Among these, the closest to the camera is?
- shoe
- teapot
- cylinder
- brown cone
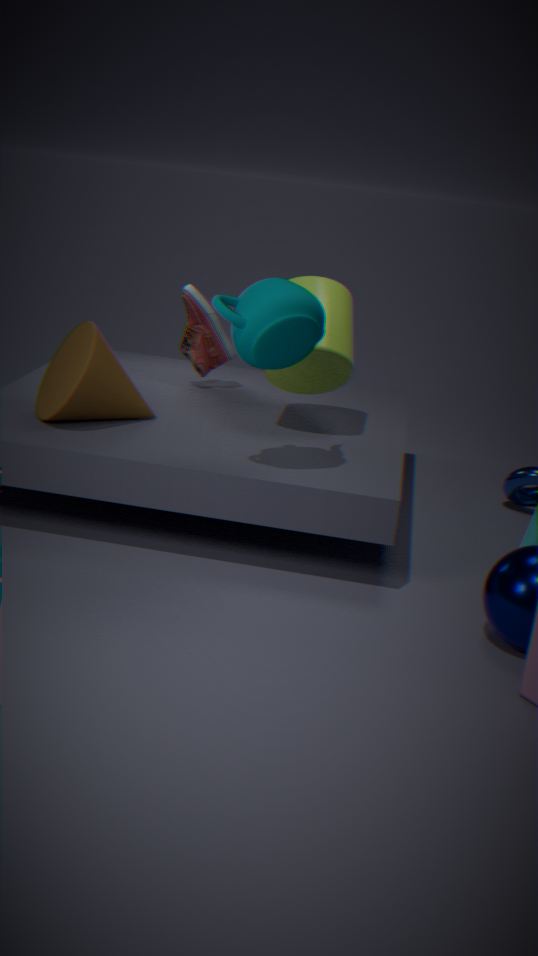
teapot
